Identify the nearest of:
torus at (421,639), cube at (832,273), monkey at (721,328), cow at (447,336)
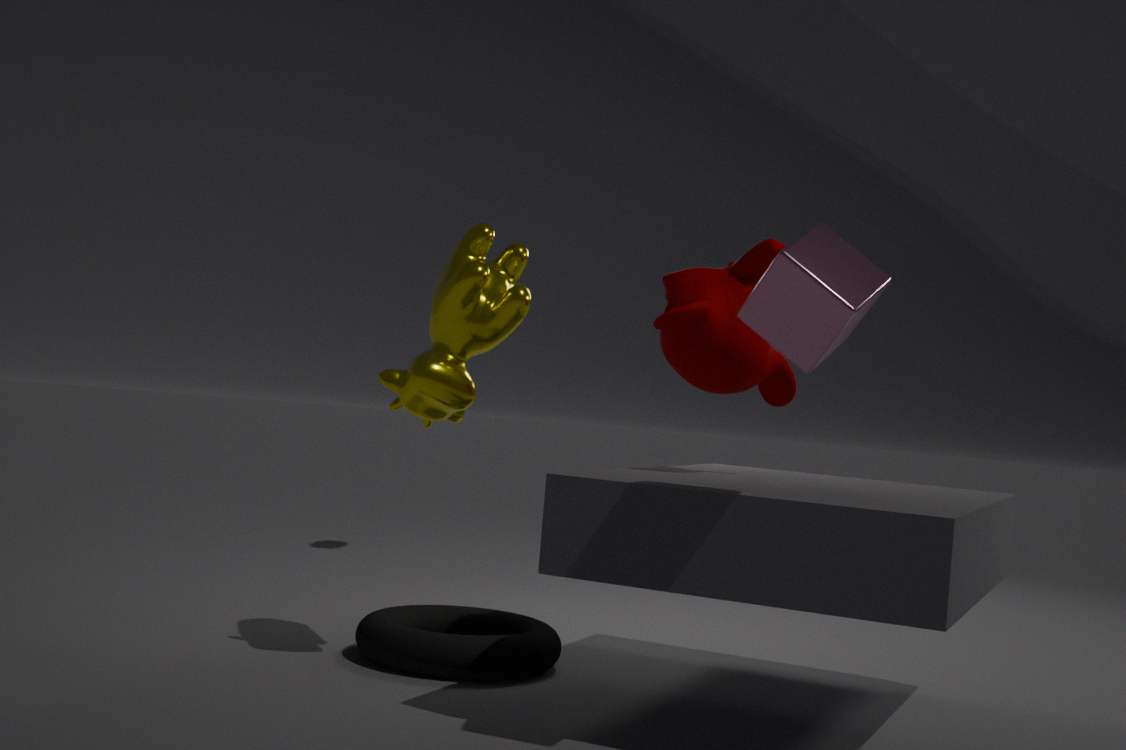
cube at (832,273)
